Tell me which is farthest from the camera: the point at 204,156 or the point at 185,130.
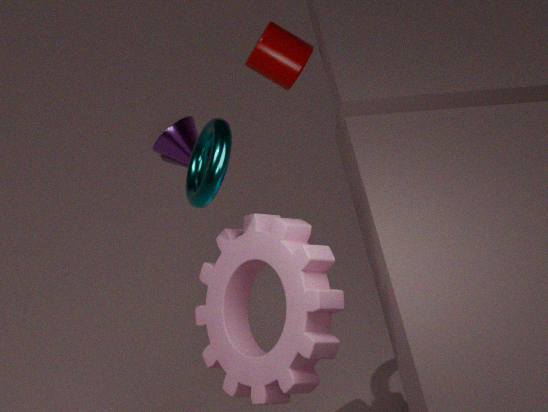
the point at 185,130
